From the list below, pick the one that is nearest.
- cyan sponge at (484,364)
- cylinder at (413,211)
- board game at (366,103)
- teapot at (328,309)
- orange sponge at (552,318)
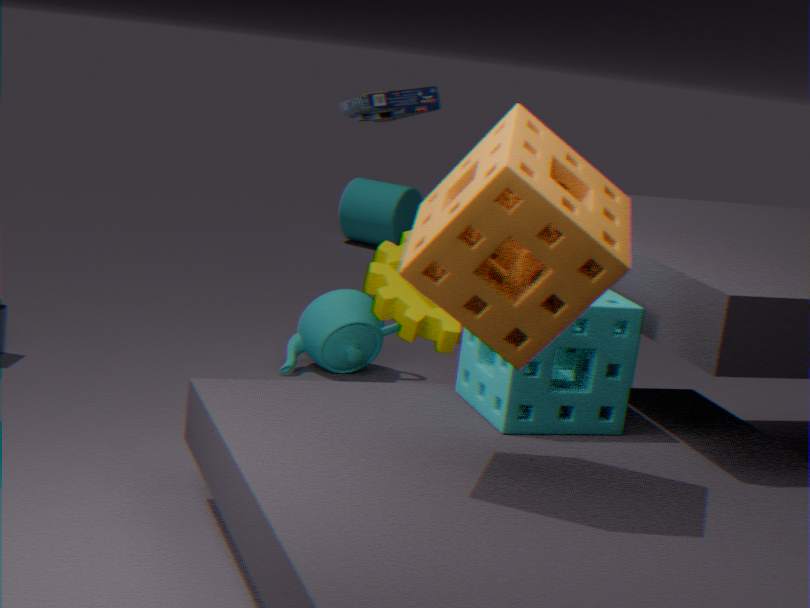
orange sponge at (552,318)
